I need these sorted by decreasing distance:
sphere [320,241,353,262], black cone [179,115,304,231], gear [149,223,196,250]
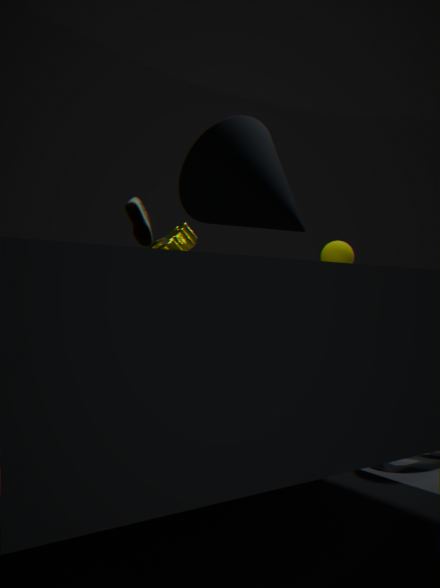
1. sphere [320,241,353,262]
2. gear [149,223,196,250]
3. black cone [179,115,304,231]
